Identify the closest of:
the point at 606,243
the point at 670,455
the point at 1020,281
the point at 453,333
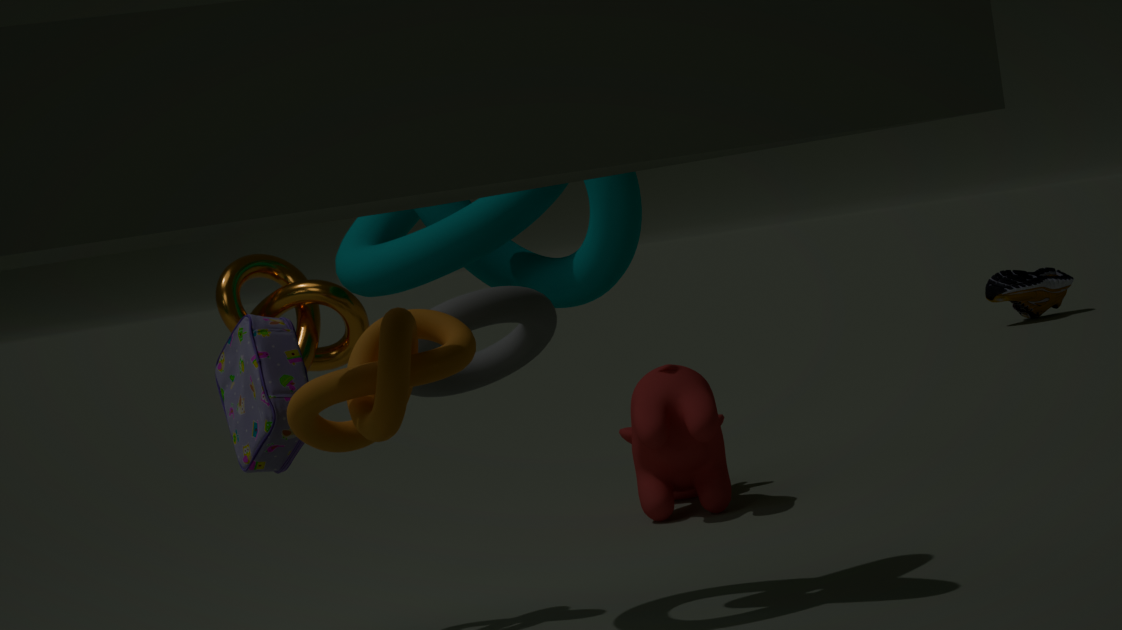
the point at 453,333
